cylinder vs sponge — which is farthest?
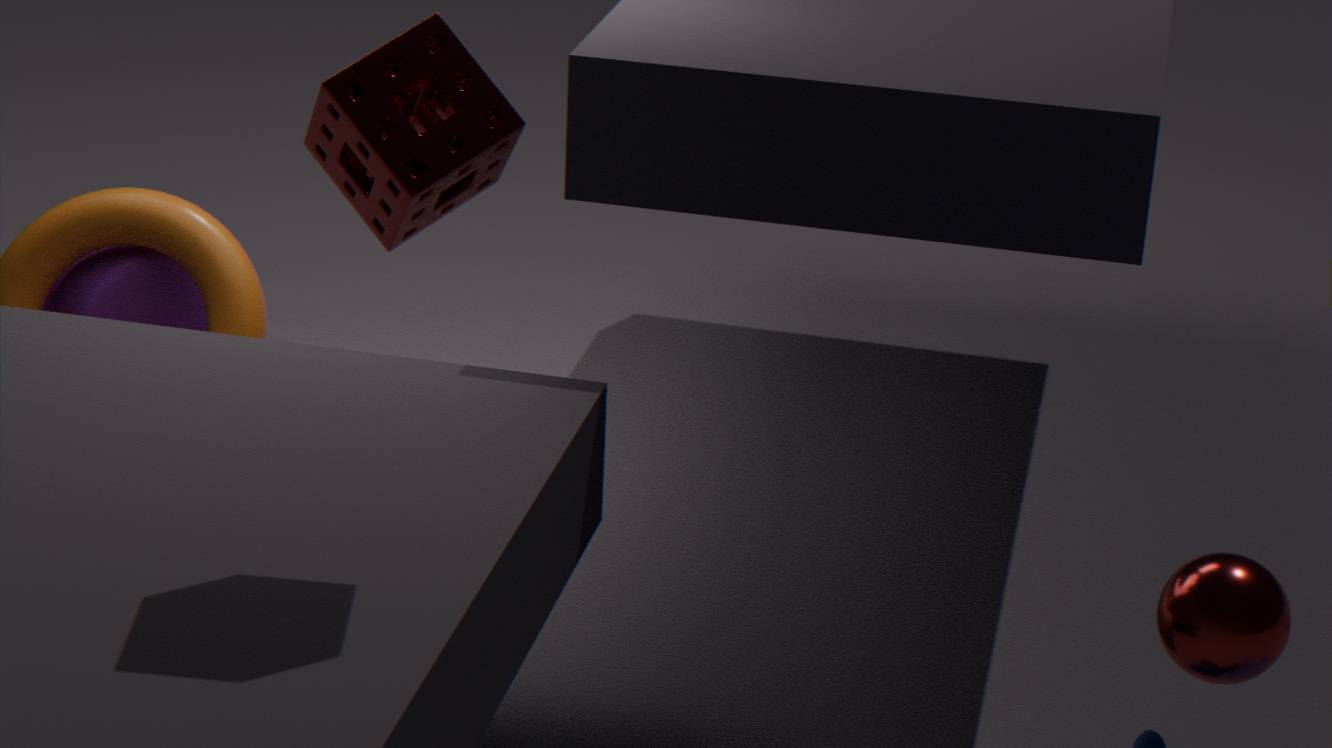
cylinder
